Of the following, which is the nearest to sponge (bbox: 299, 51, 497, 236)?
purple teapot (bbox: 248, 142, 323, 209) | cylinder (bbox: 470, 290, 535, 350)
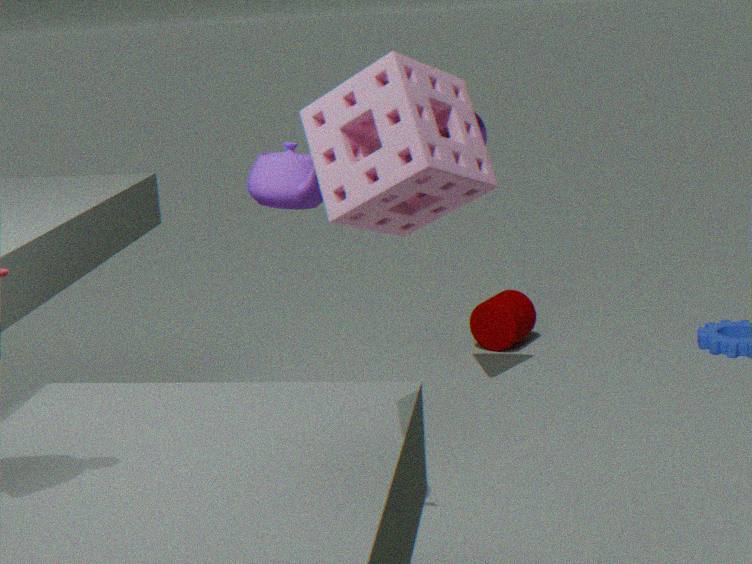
purple teapot (bbox: 248, 142, 323, 209)
